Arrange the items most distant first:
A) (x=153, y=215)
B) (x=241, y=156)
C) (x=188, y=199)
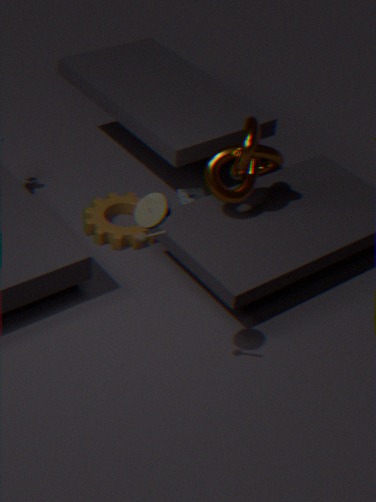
1. (x=188, y=199)
2. (x=241, y=156)
3. (x=153, y=215)
